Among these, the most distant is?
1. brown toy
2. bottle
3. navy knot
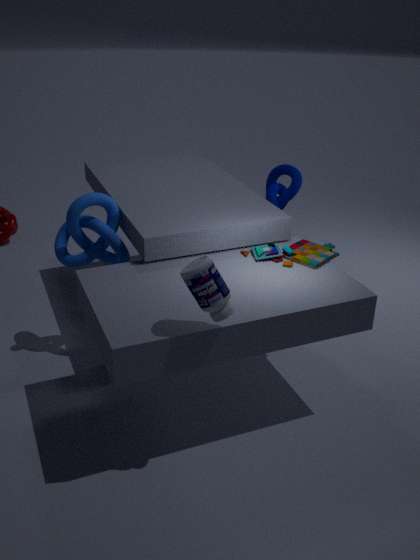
navy knot
